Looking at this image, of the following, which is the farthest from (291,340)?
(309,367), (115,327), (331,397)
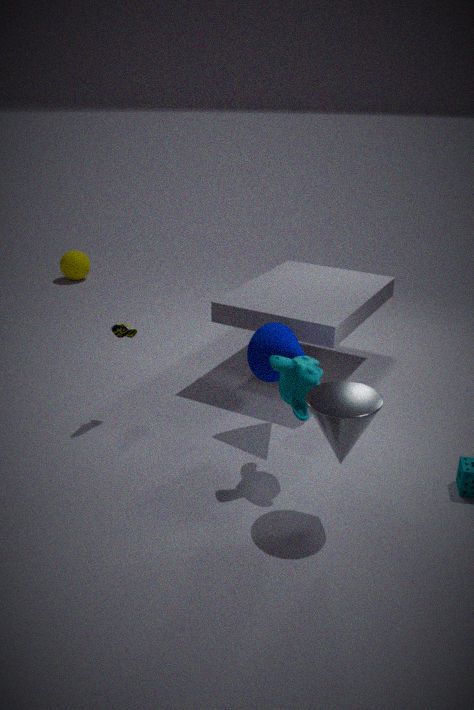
(115,327)
